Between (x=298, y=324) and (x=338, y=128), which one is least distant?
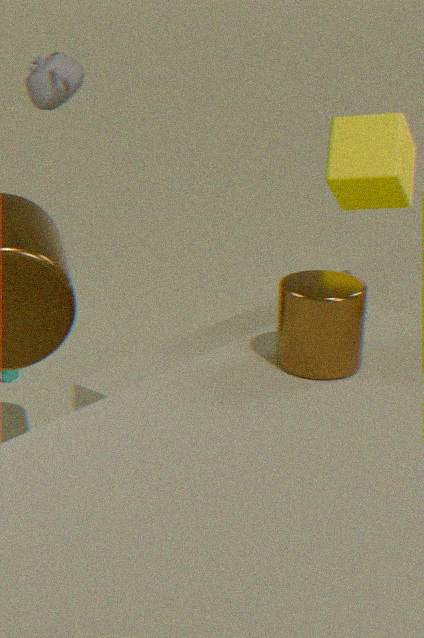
(x=298, y=324)
